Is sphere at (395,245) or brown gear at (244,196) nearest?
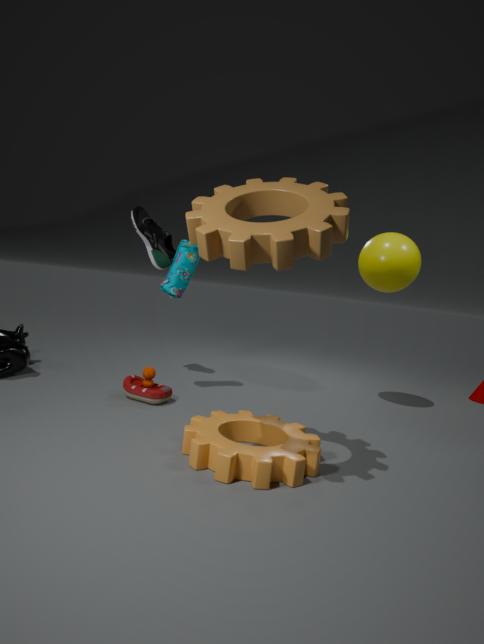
brown gear at (244,196)
